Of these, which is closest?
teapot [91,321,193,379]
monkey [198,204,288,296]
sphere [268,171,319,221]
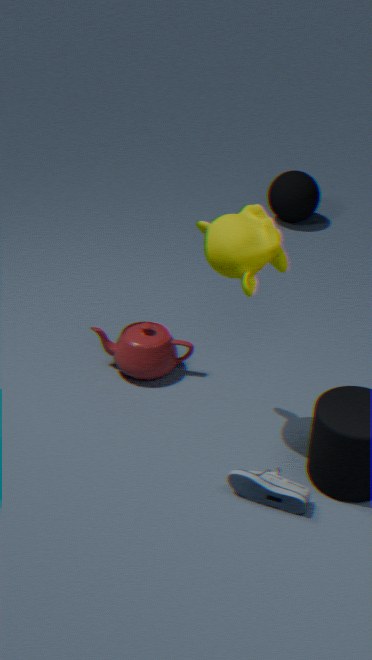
monkey [198,204,288,296]
